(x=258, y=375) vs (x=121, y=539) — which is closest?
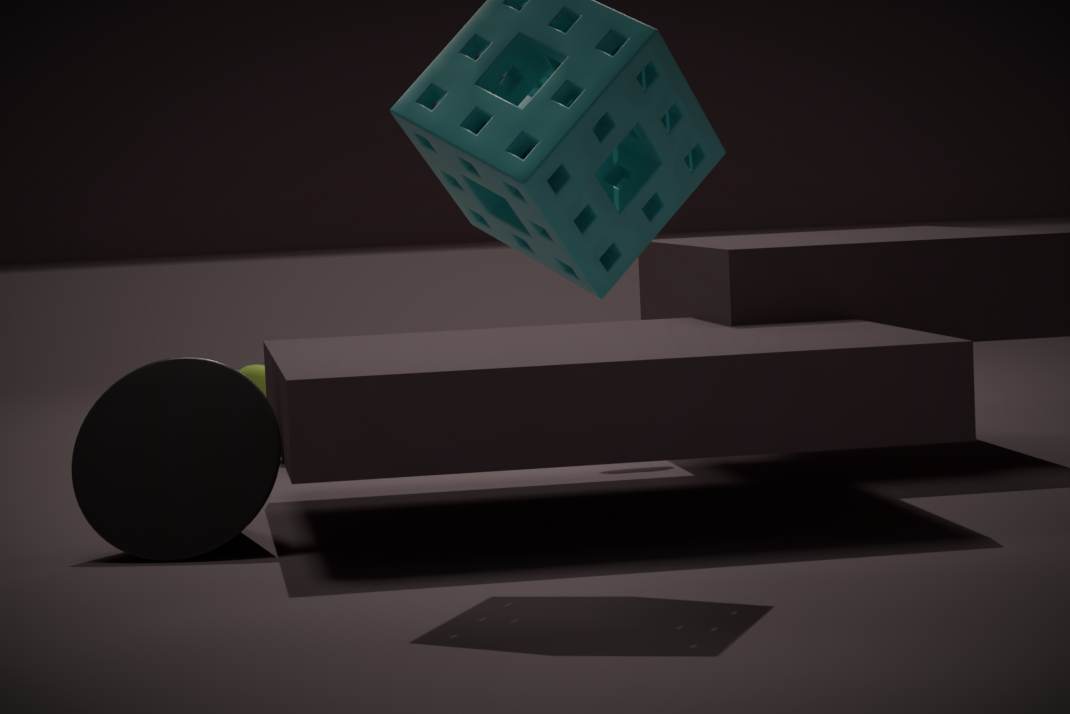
(x=121, y=539)
